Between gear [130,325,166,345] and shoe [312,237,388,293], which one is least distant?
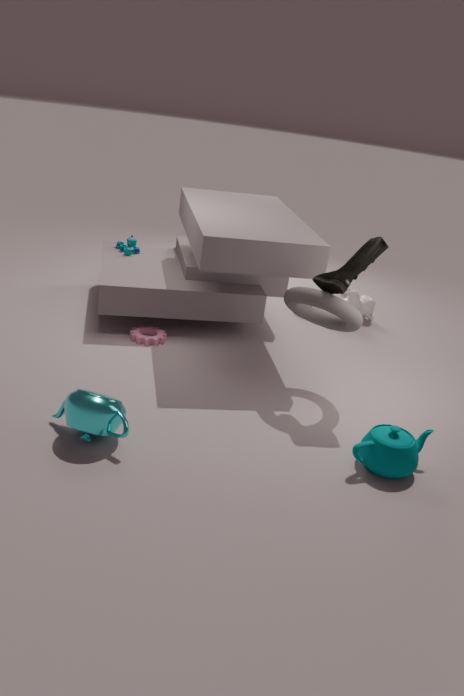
shoe [312,237,388,293]
